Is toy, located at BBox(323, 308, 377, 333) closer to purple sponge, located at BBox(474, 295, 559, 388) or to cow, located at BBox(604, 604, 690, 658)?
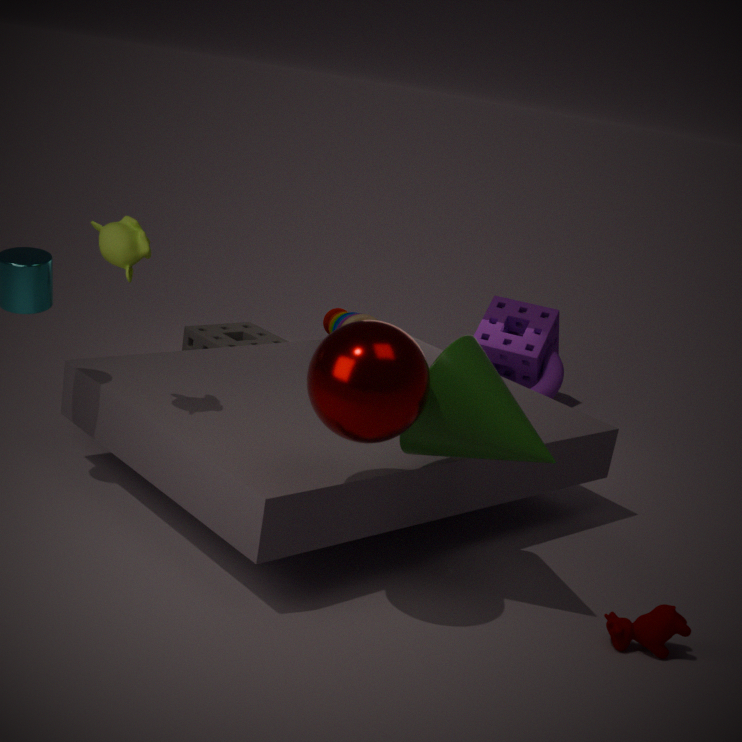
purple sponge, located at BBox(474, 295, 559, 388)
